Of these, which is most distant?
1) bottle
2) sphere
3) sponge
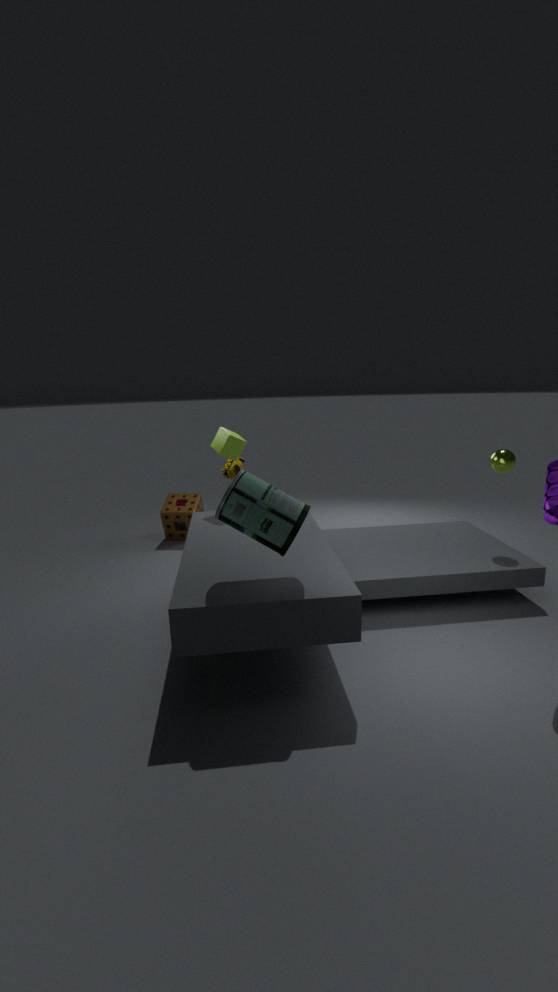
3. sponge
